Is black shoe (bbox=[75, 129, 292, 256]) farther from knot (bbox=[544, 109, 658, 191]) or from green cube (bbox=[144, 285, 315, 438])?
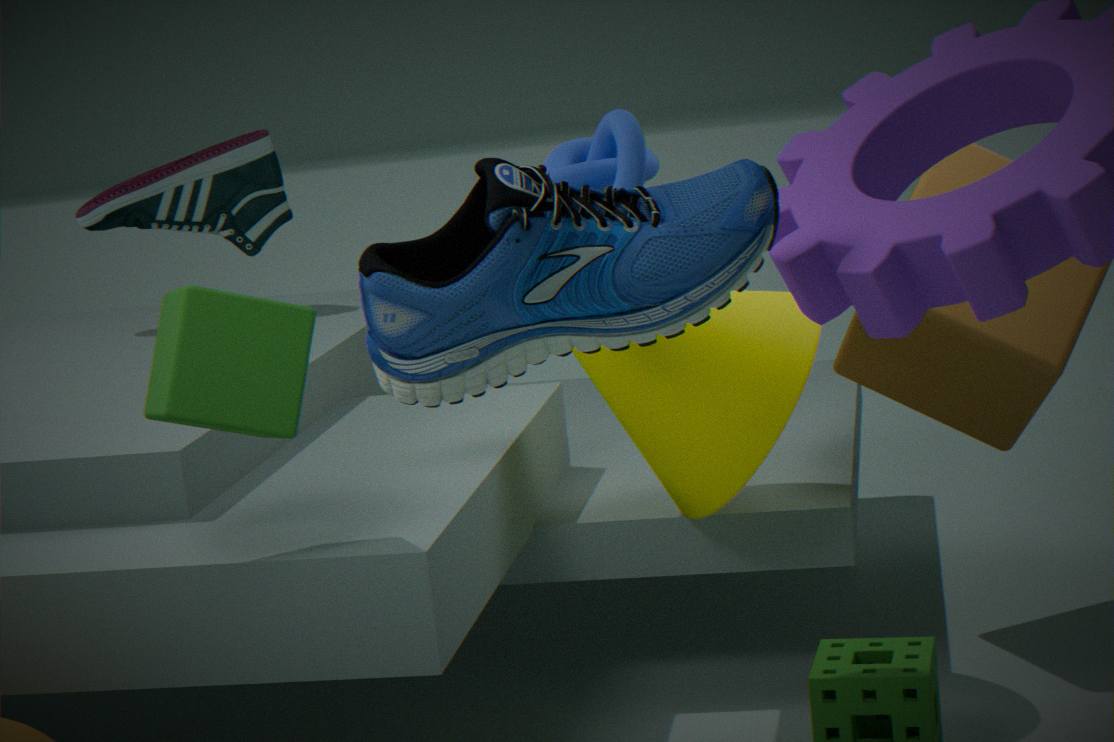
green cube (bbox=[144, 285, 315, 438])
